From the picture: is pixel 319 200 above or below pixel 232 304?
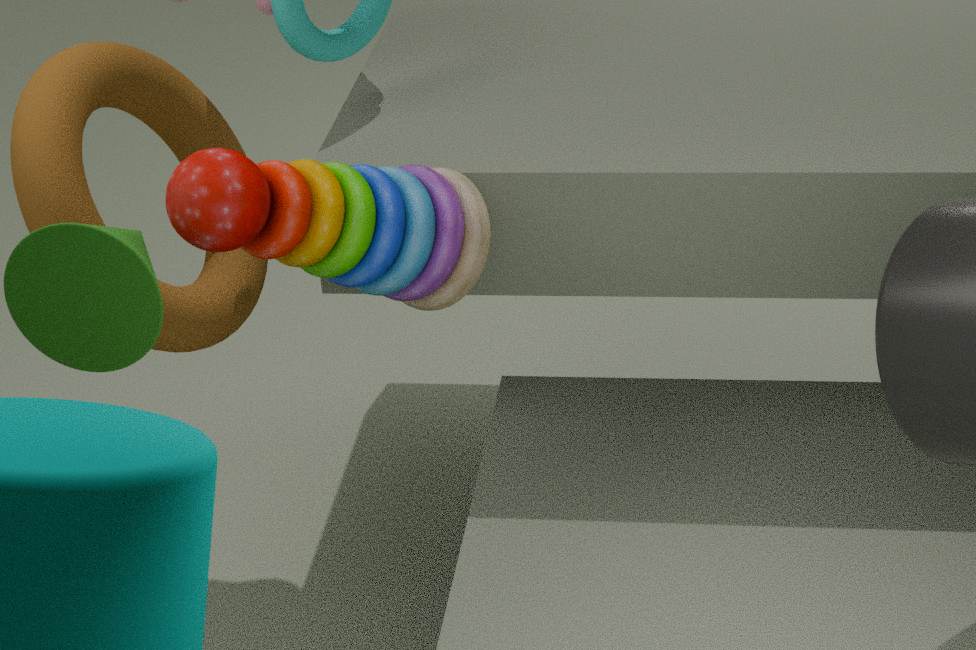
above
